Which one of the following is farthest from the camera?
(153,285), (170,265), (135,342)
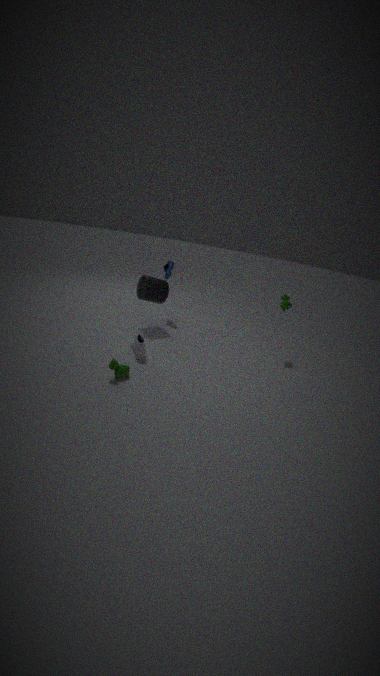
(170,265)
